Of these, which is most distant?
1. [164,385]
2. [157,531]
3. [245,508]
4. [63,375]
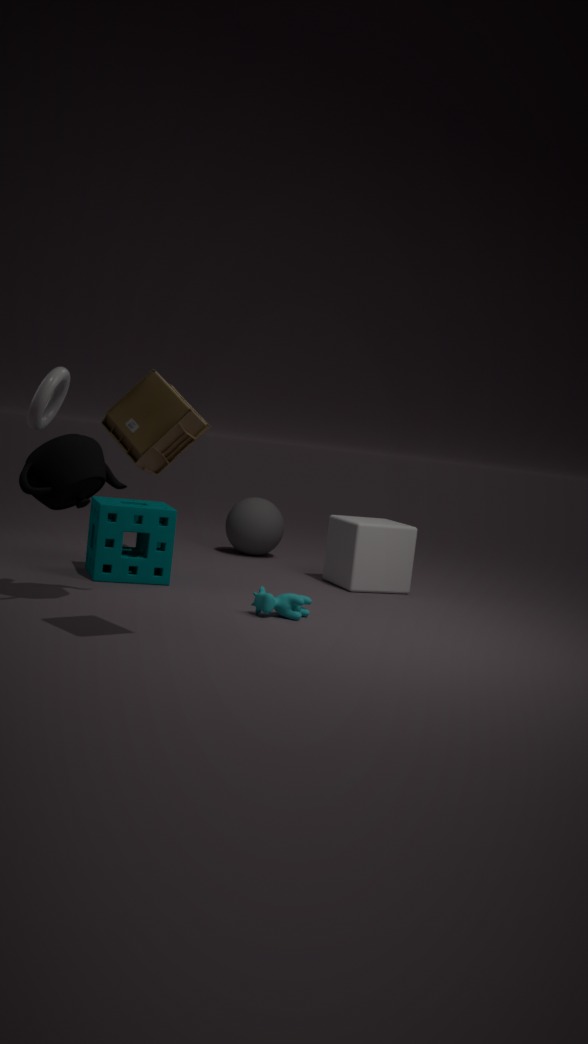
[245,508]
